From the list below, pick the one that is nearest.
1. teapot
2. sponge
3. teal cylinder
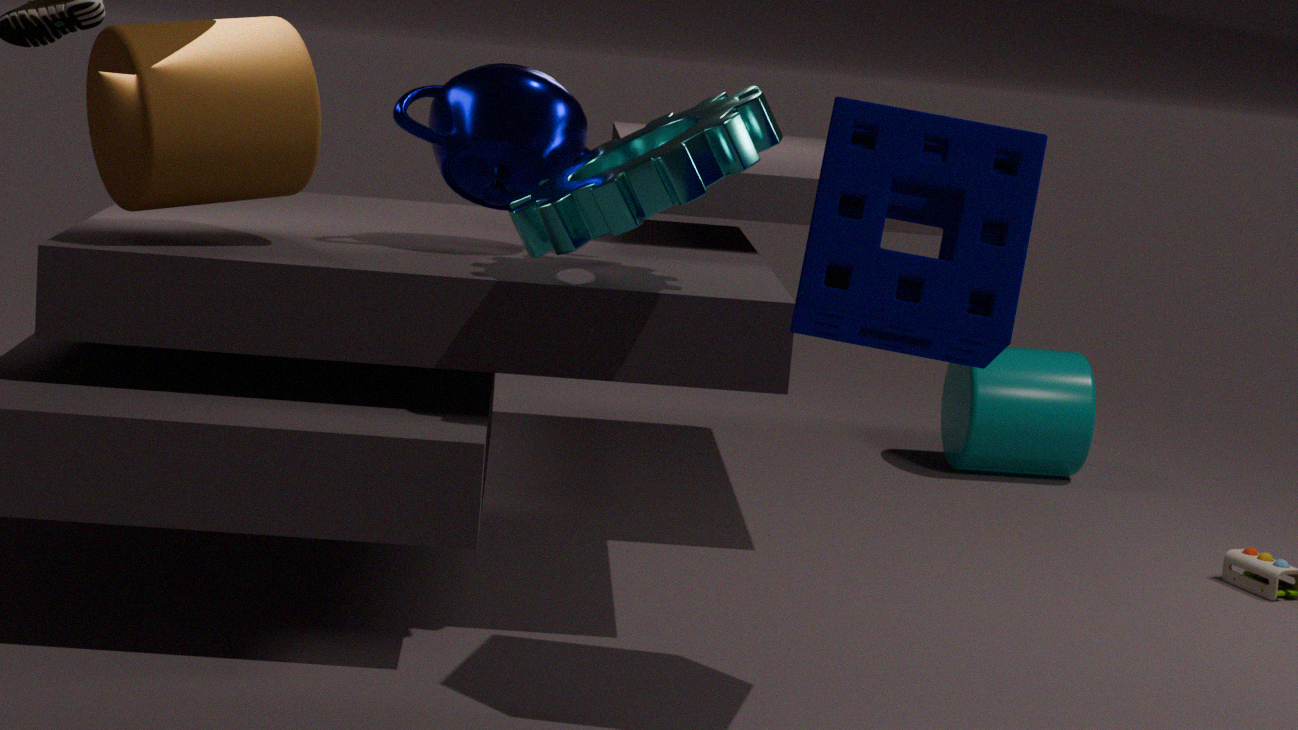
sponge
